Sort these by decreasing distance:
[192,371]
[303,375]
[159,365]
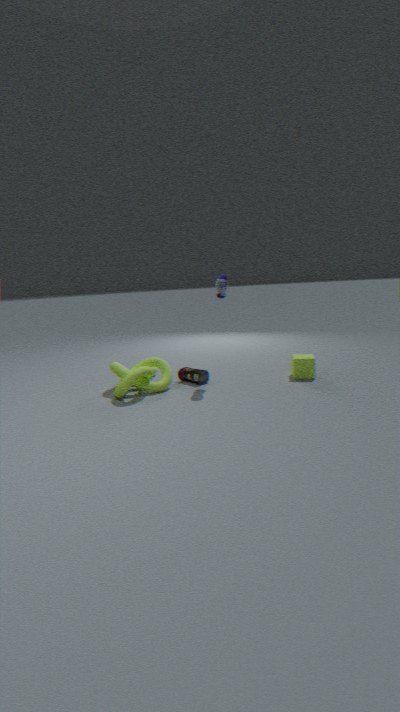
[192,371], [159,365], [303,375]
